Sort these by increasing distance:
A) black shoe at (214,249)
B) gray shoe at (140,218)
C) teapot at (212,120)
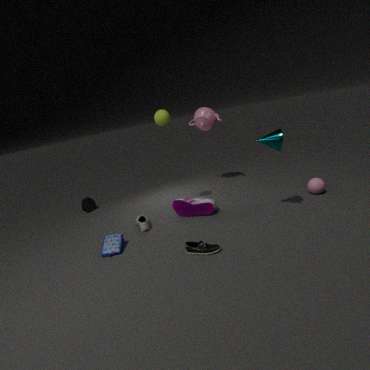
black shoe at (214,249) → gray shoe at (140,218) → teapot at (212,120)
